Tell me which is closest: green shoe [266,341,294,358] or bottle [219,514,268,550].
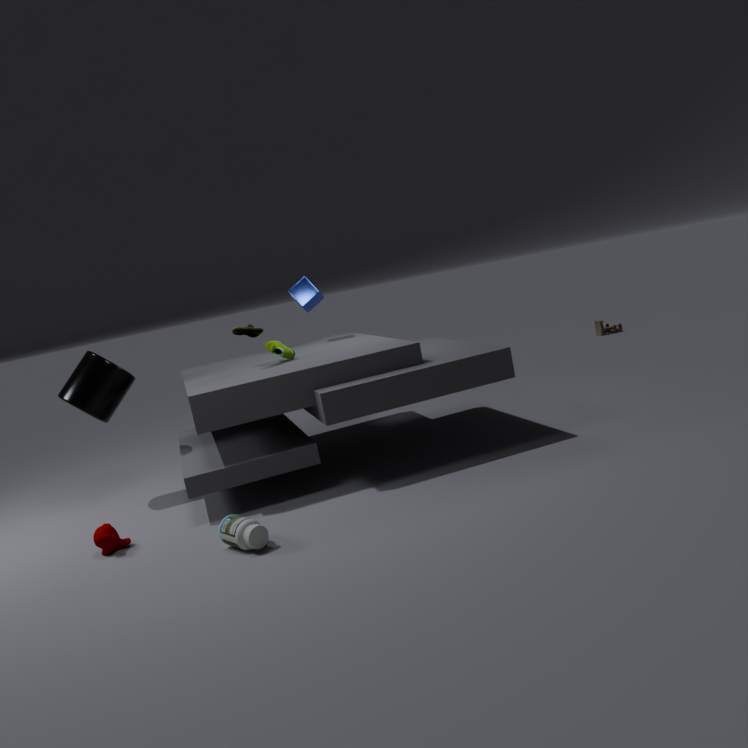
bottle [219,514,268,550]
